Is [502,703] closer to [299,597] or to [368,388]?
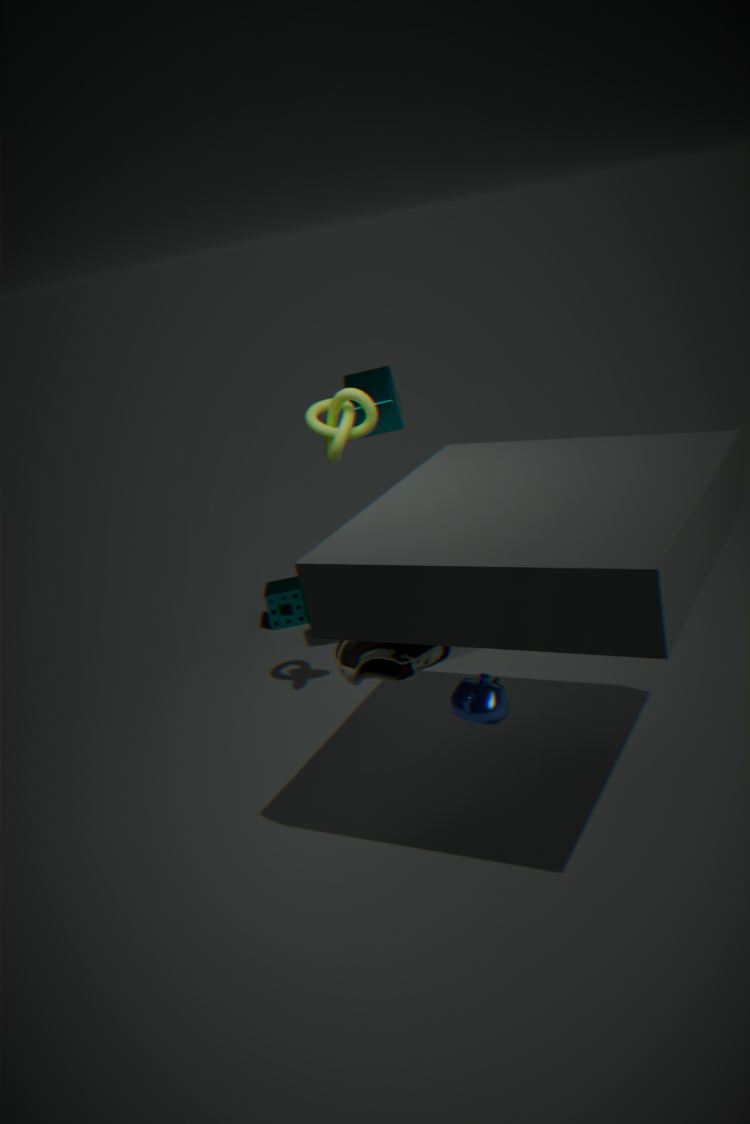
[368,388]
